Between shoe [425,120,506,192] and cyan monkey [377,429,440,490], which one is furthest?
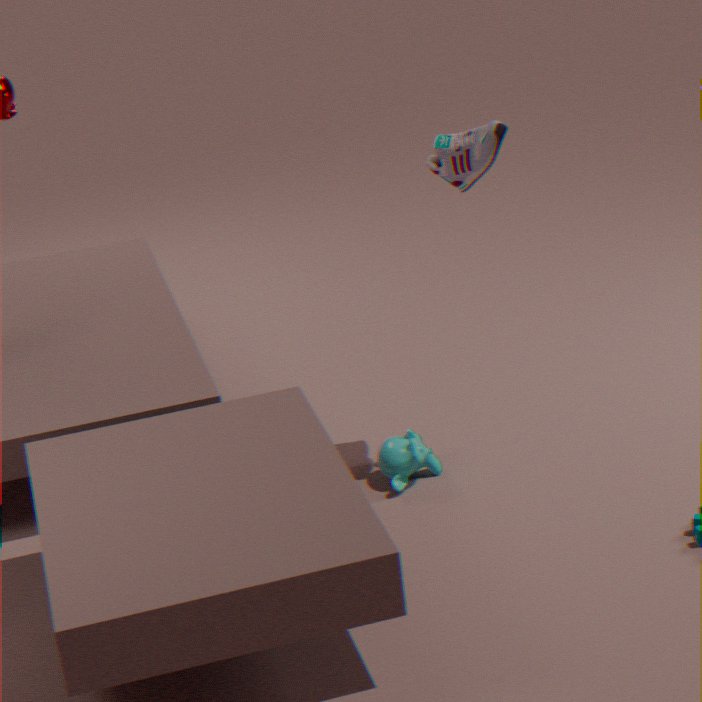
cyan monkey [377,429,440,490]
